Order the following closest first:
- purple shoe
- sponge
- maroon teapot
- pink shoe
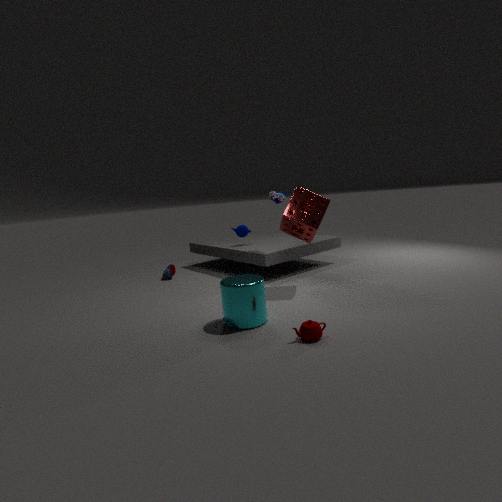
maroon teapot, sponge, purple shoe, pink shoe
